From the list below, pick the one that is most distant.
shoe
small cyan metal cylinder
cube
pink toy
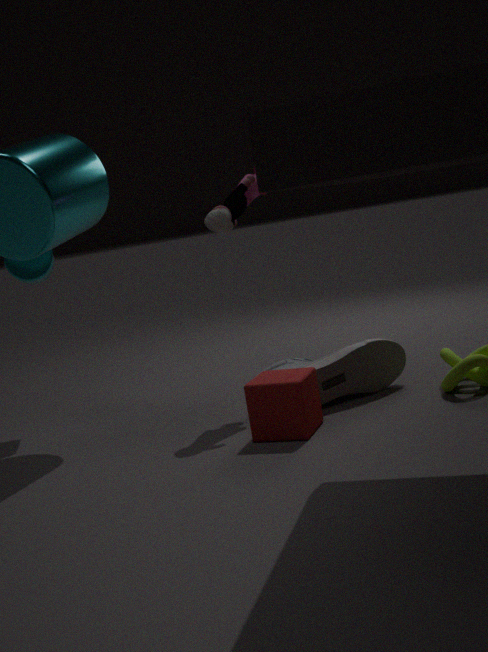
small cyan metal cylinder
